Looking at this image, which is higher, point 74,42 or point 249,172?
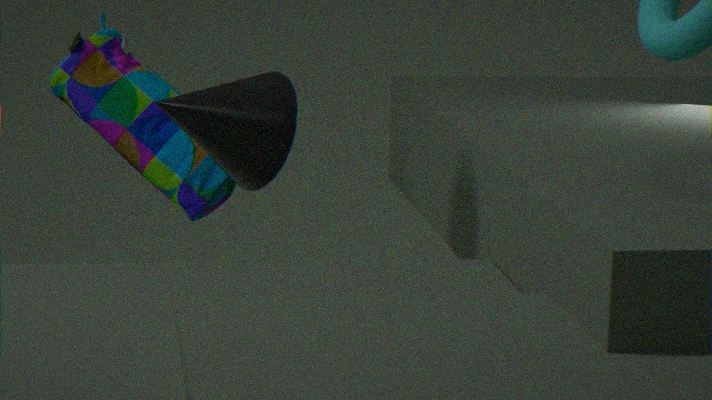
point 249,172
